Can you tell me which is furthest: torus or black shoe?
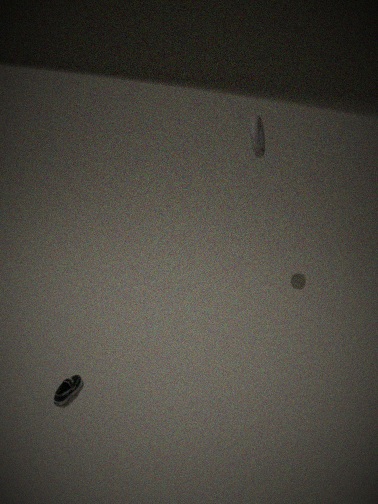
torus
